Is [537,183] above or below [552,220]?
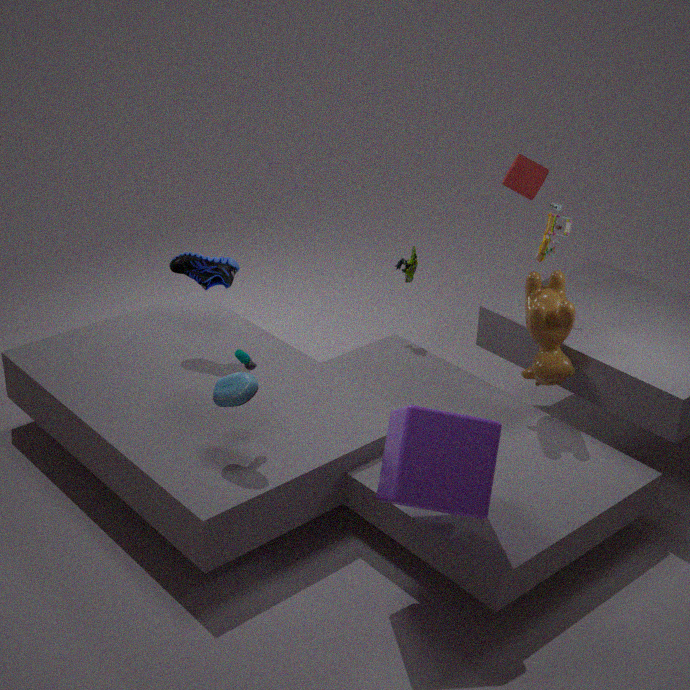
above
